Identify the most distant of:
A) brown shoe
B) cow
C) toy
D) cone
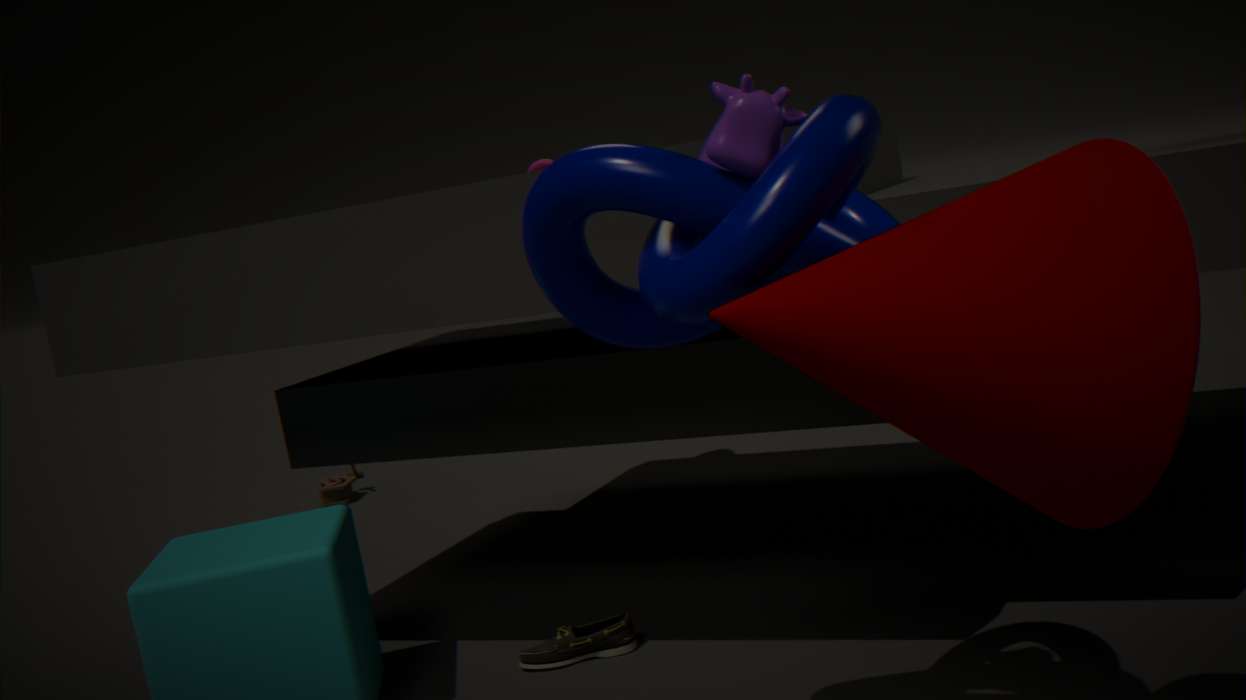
toy
